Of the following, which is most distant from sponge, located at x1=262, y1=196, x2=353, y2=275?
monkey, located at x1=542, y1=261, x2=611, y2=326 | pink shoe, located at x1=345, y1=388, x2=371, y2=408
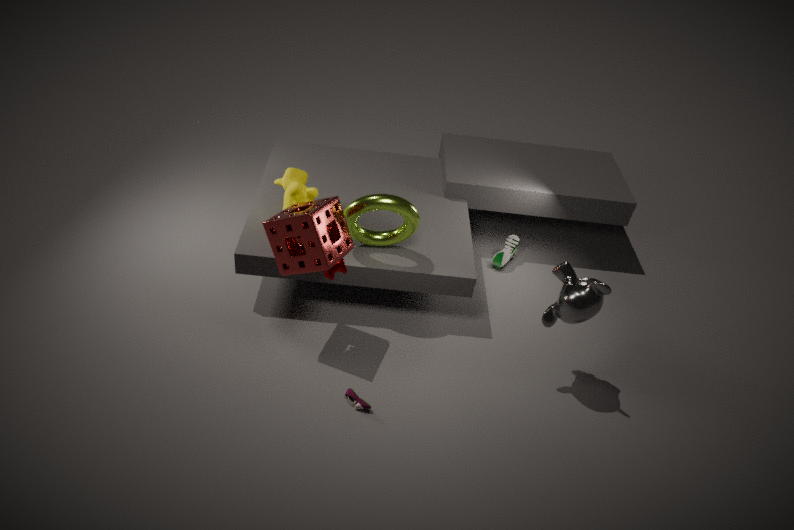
monkey, located at x1=542, y1=261, x2=611, y2=326
